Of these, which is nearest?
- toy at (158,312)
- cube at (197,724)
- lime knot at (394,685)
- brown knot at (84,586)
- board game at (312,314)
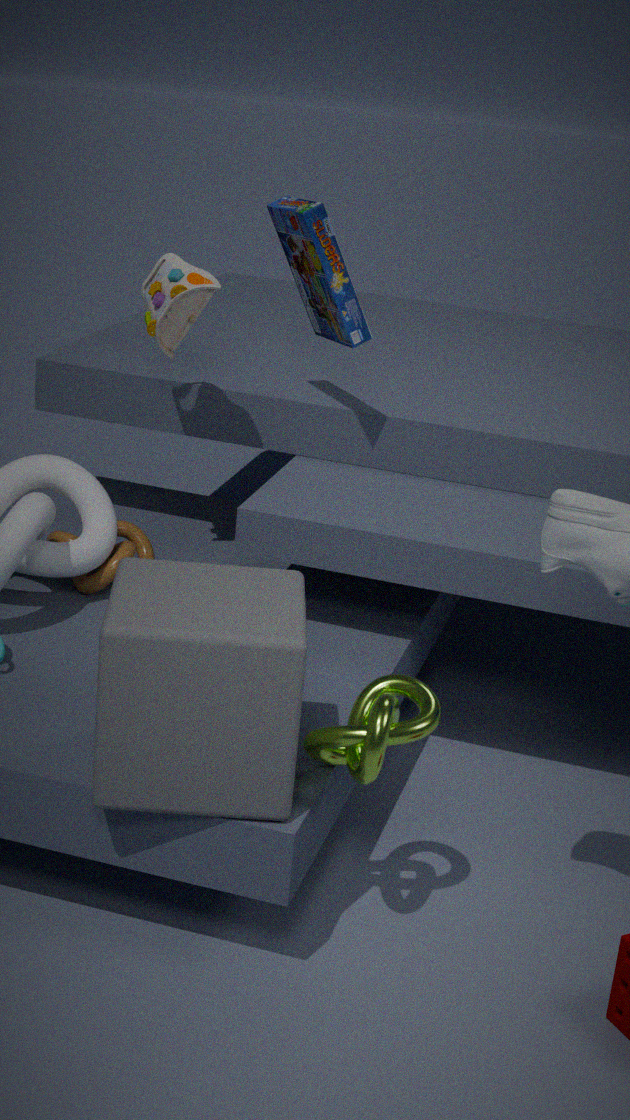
cube at (197,724)
